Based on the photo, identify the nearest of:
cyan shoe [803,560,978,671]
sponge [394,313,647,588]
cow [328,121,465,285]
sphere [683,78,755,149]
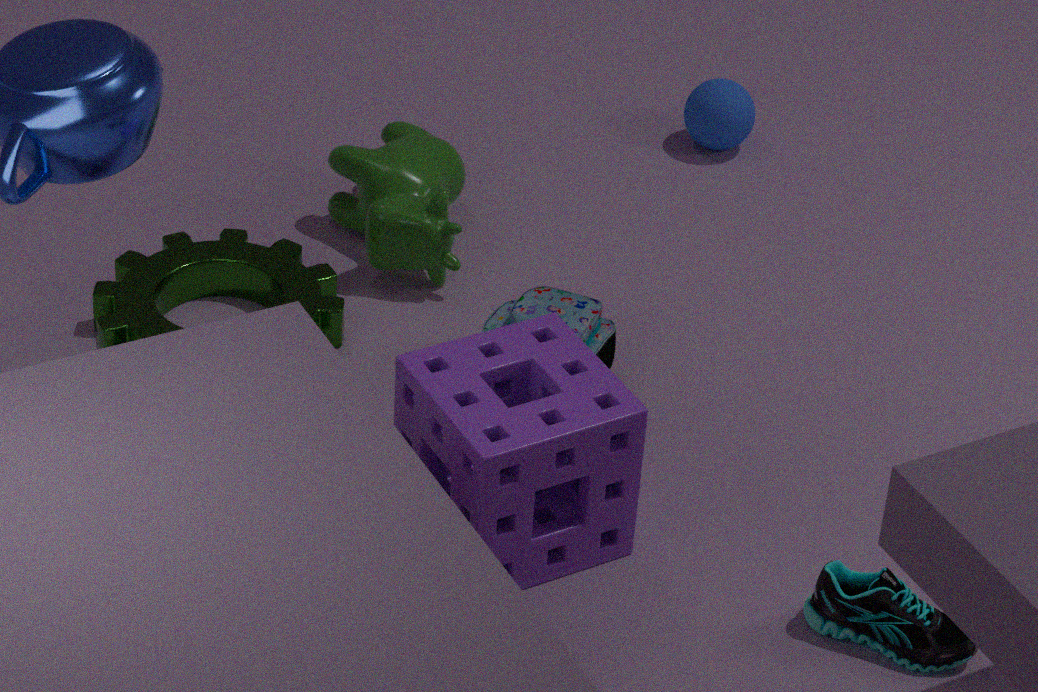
sponge [394,313,647,588]
